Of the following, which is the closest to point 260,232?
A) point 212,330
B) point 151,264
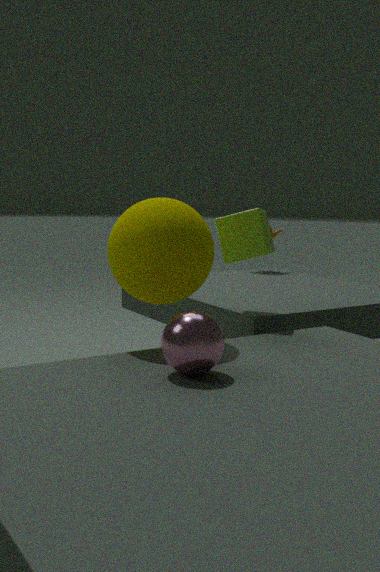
point 151,264
